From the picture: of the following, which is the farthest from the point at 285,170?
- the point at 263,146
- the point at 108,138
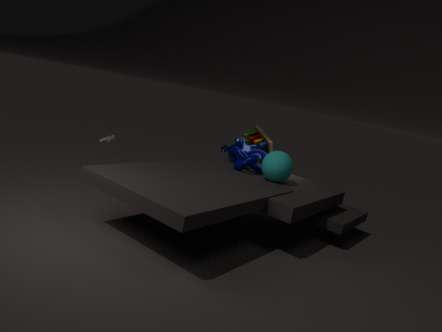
the point at 108,138
